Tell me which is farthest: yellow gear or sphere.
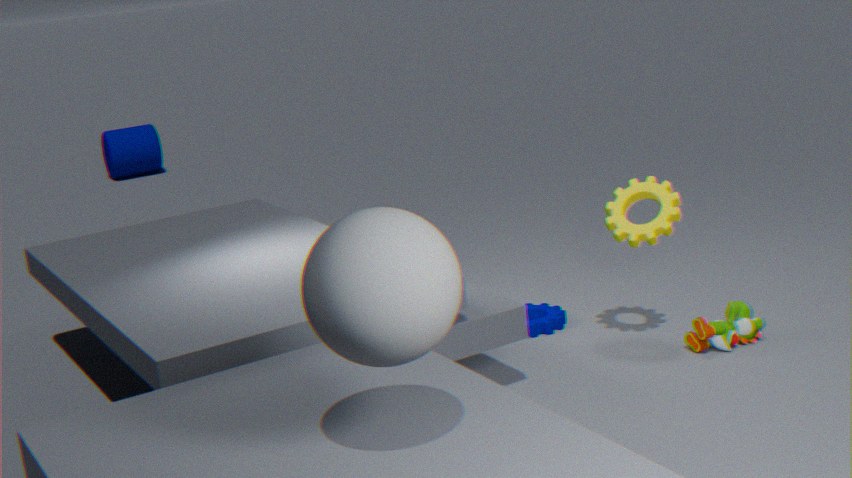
yellow gear
